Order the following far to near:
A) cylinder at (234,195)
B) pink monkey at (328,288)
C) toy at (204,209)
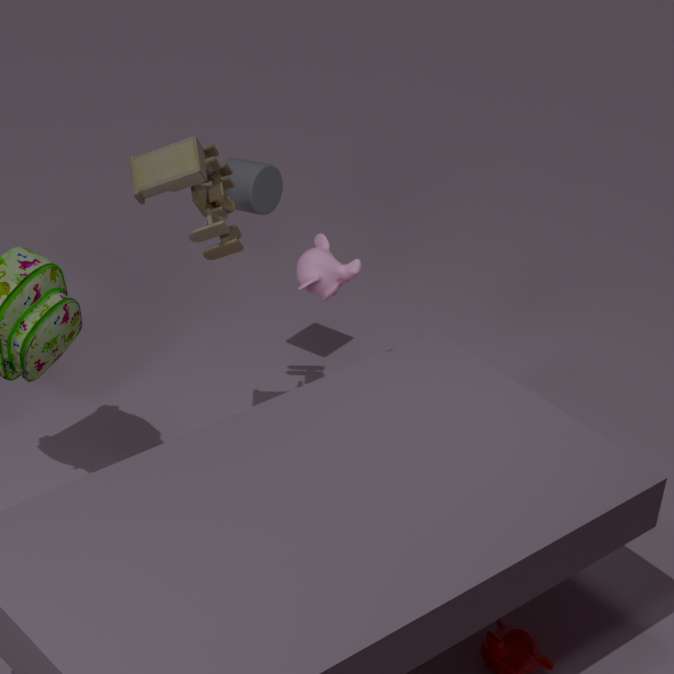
A. cylinder at (234,195) → C. toy at (204,209) → B. pink monkey at (328,288)
